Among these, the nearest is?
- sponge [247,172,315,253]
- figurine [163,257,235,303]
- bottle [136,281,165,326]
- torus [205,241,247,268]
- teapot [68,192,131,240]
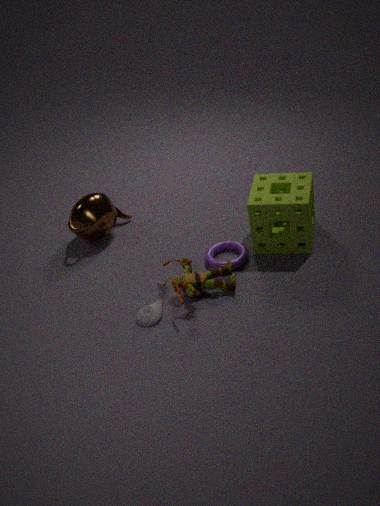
figurine [163,257,235,303]
